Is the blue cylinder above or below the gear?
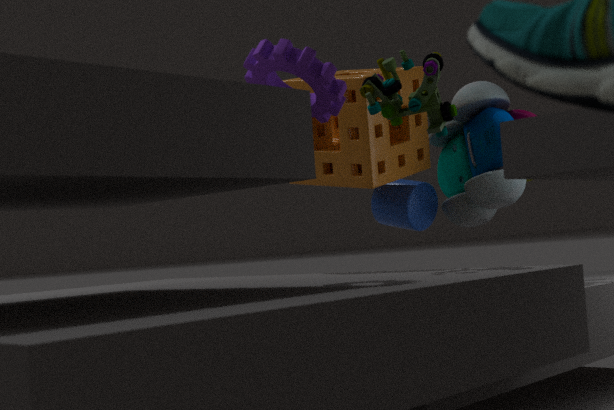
below
